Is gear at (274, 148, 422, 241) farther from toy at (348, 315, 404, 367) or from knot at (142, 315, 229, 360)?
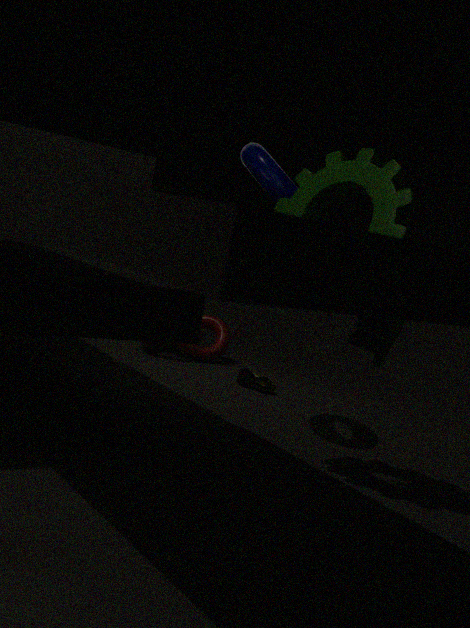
knot at (142, 315, 229, 360)
